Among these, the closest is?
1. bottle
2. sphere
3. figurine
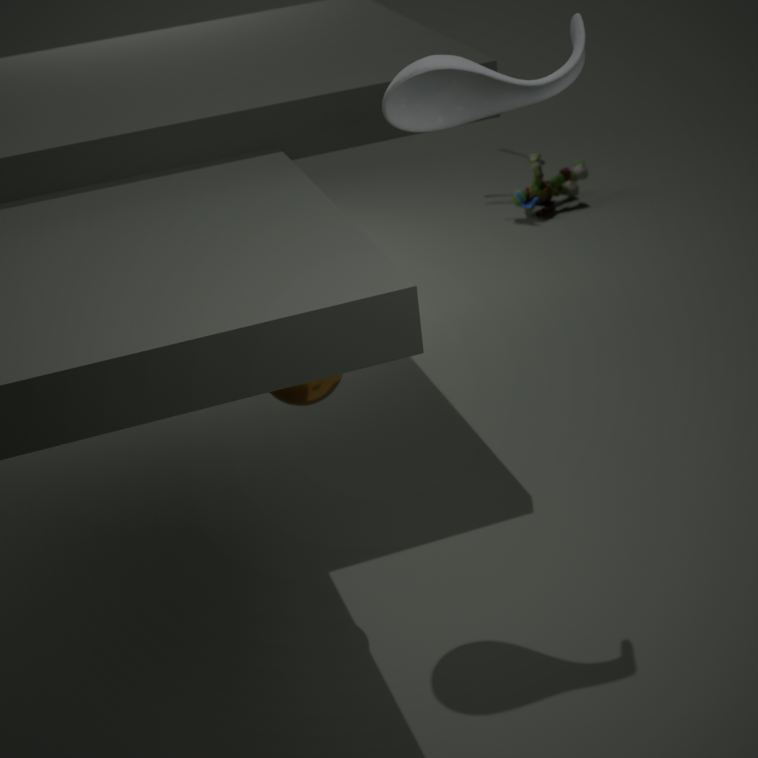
bottle
